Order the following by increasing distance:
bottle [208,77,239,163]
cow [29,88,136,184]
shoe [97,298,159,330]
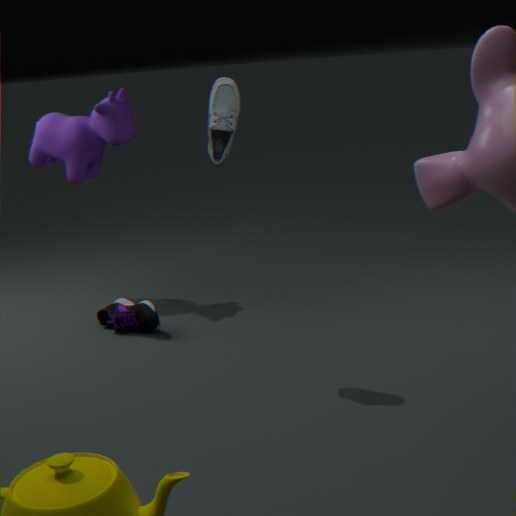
bottle [208,77,239,163] < shoe [97,298,159,330] < cow [29,88,136,184]
